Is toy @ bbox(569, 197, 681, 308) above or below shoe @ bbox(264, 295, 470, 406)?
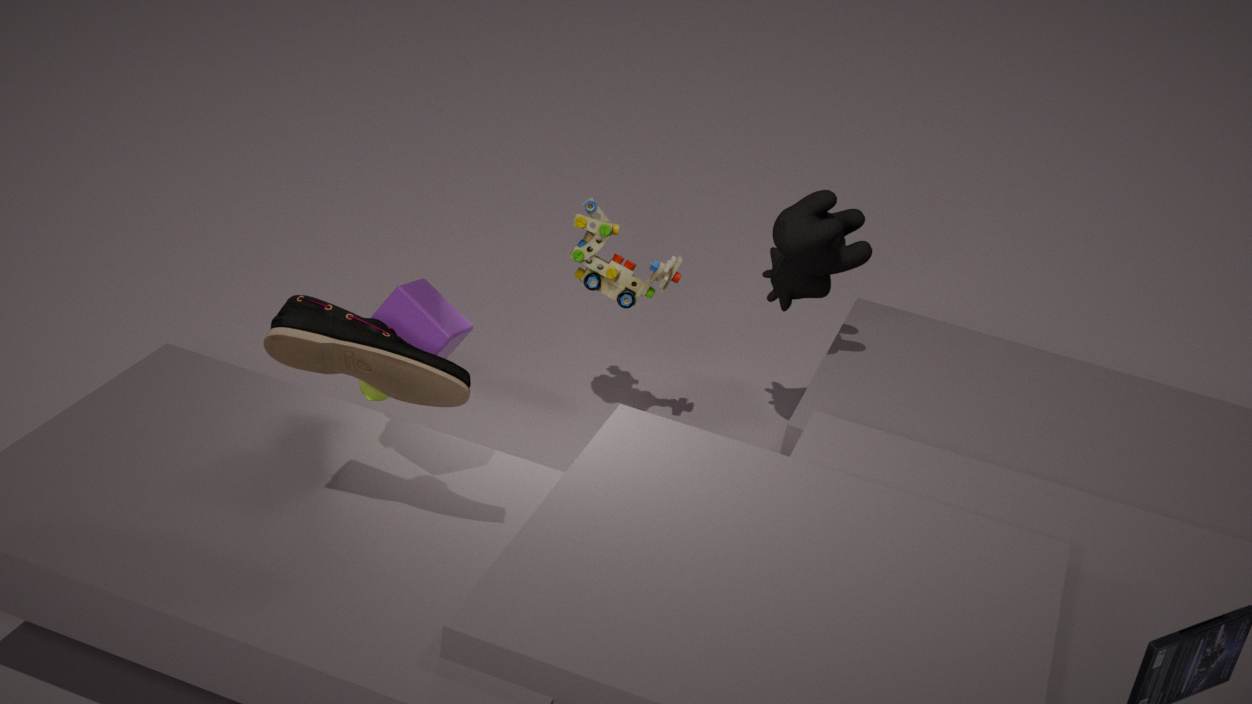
below
